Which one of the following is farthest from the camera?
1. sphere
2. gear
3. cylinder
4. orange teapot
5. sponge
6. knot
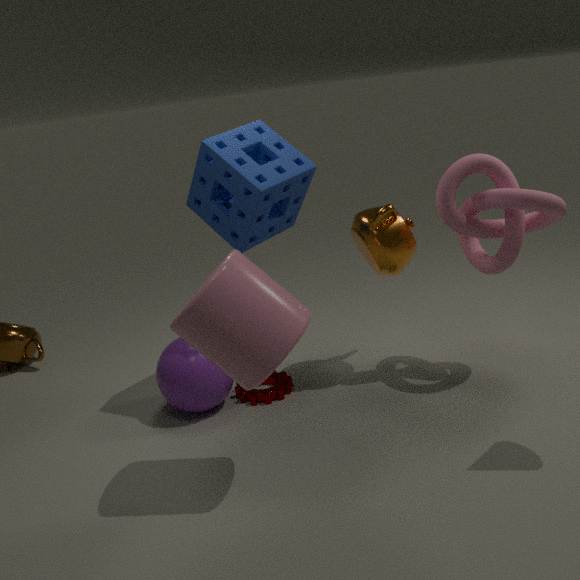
gear
